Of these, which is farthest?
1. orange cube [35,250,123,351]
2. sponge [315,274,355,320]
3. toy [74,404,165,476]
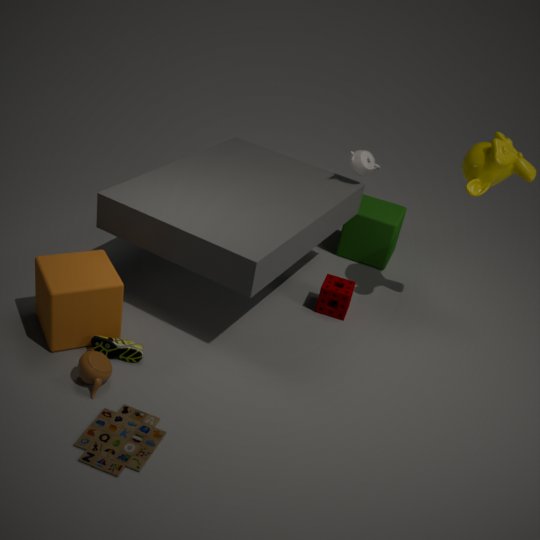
sponge [315,274,355,320]
